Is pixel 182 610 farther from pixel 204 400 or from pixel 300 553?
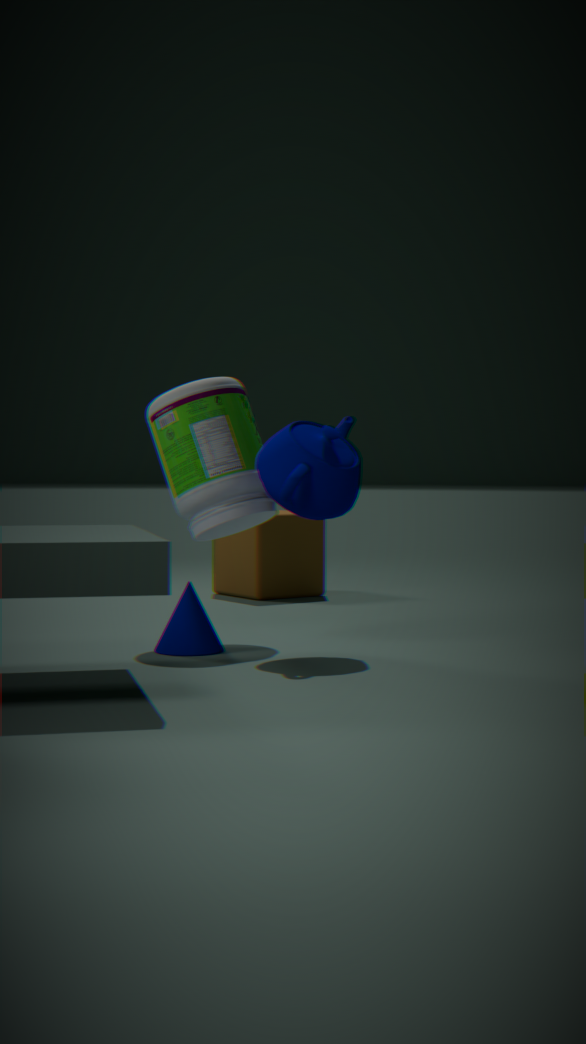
pixel 300 553
